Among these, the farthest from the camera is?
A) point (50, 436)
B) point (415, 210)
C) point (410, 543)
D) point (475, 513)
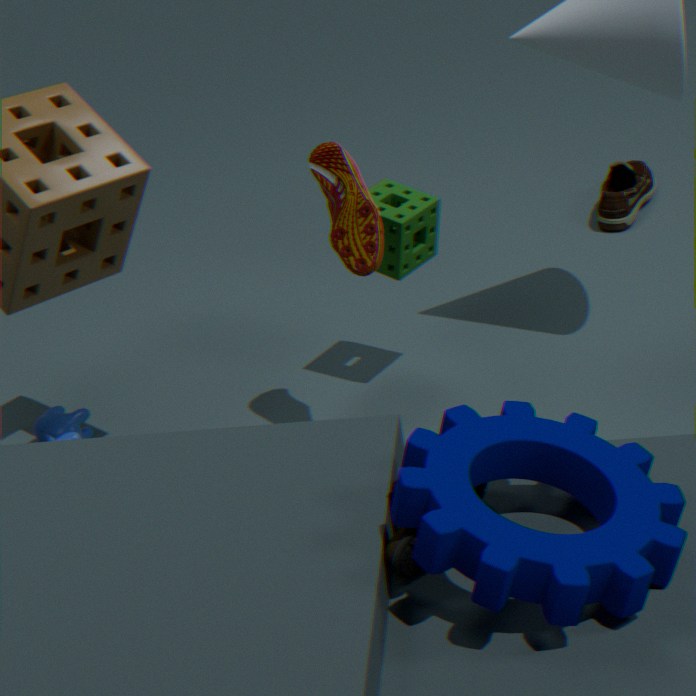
point (50, 436)
